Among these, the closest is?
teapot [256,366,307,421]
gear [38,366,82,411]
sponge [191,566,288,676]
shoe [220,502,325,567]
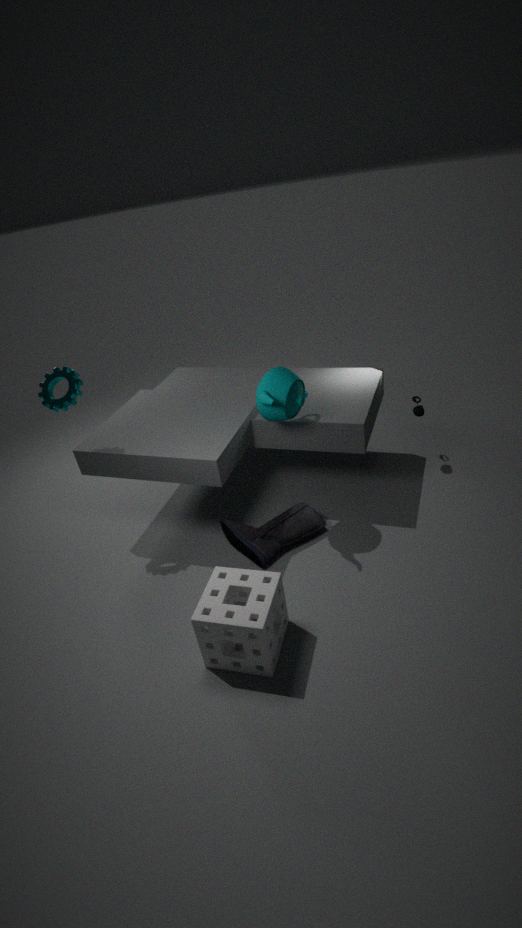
sponge [191,566,288,676]
